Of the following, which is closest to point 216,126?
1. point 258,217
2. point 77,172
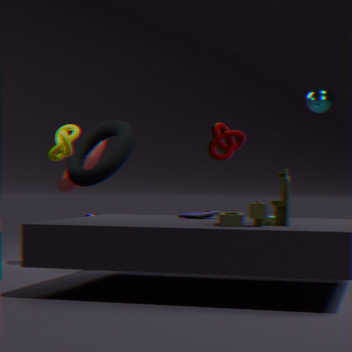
point 77,172
